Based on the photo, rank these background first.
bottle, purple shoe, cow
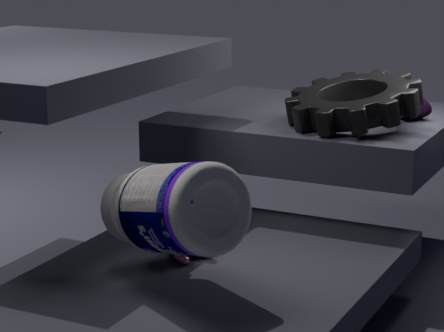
1. purple shoe
2. cow
3. bottle
